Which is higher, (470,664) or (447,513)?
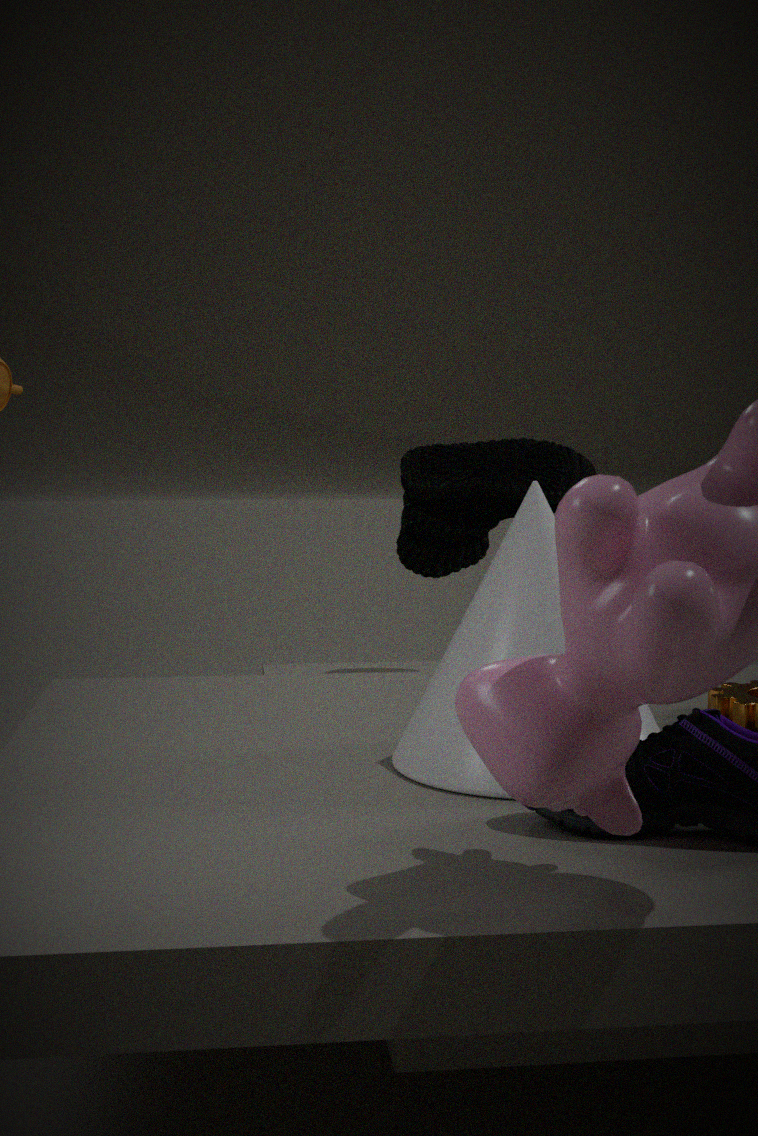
(447,513)
